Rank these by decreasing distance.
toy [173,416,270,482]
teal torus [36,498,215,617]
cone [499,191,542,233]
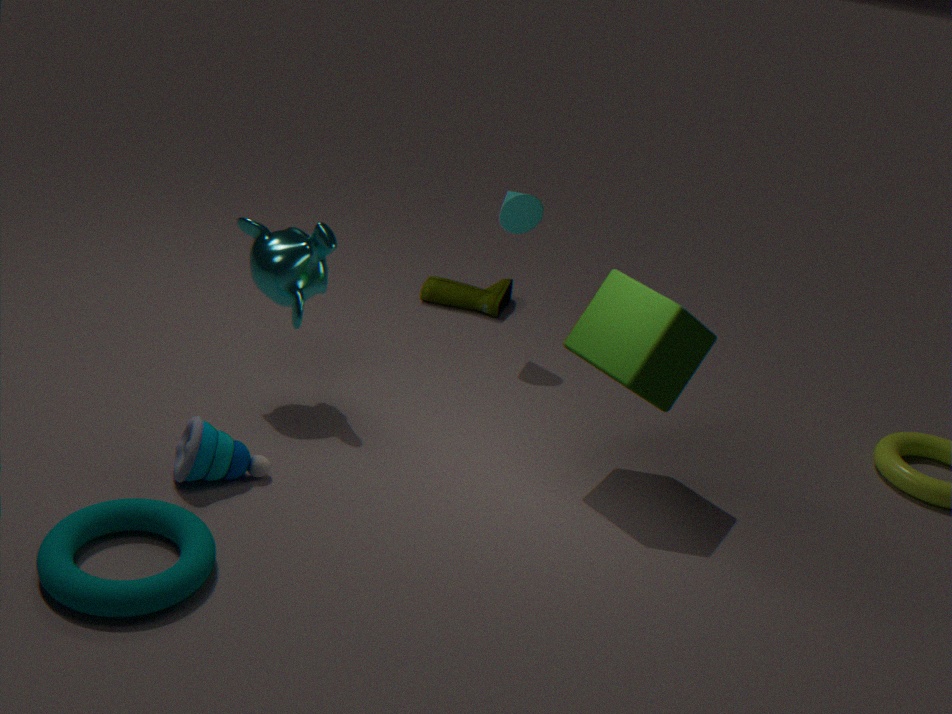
cone [499,191,542,233] → toy [173,416,270,482] → teal torus [36,498,215,617]
